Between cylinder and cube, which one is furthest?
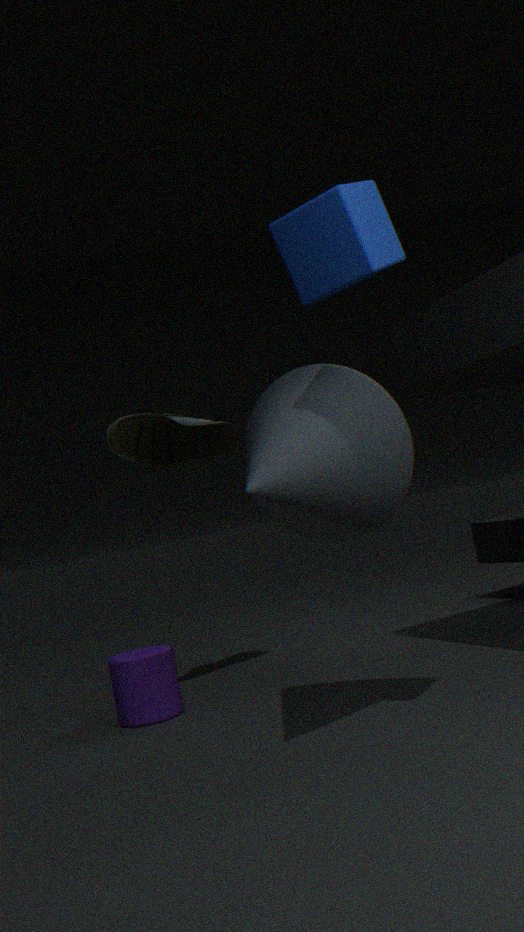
cylinder
